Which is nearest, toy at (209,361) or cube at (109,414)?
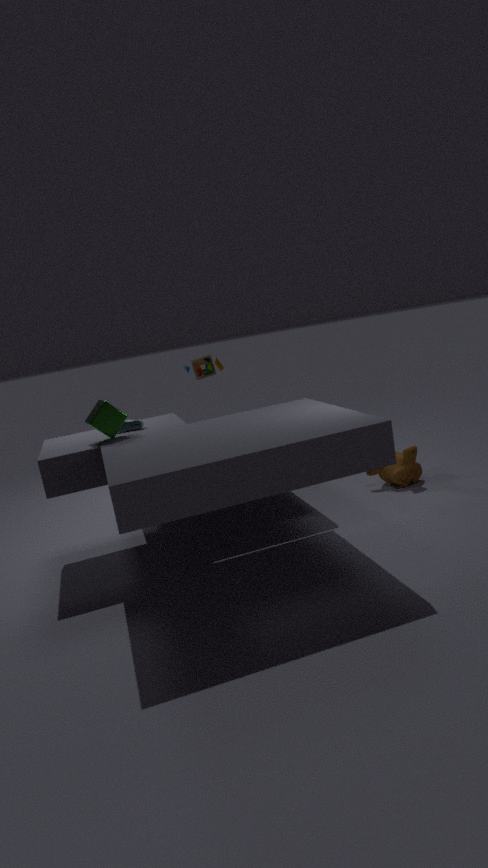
cube at (109,414)
